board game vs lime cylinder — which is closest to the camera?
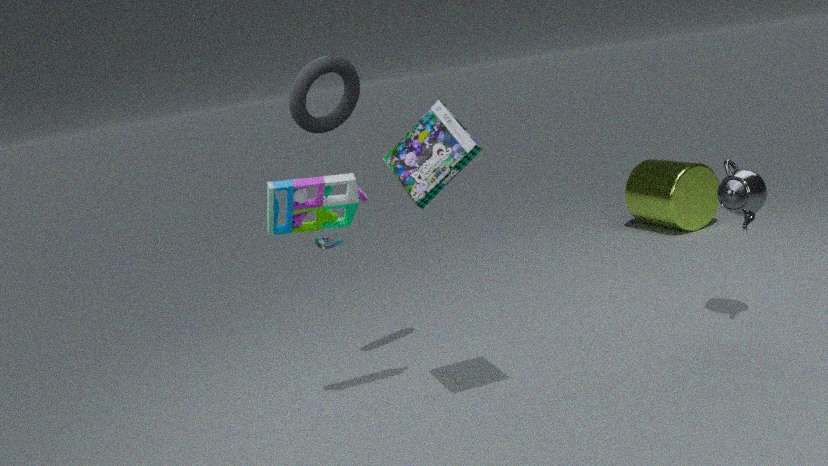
lime cylinder
